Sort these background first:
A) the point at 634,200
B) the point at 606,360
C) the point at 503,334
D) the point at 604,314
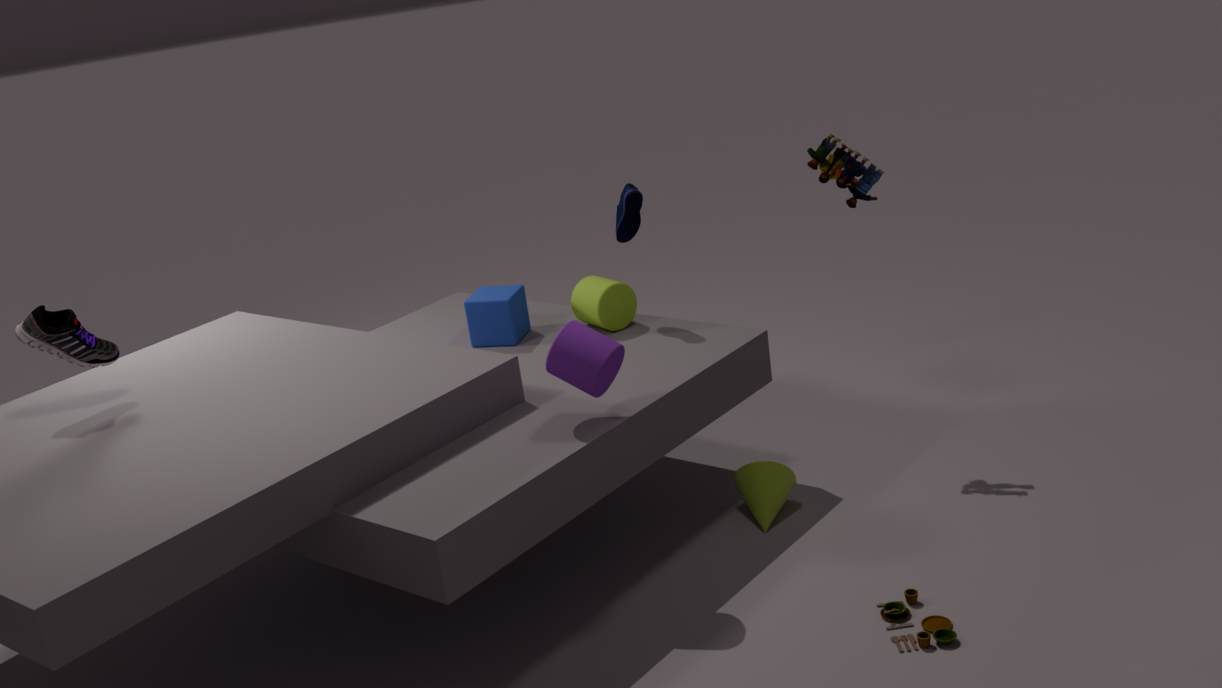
the point at 503,334
the point at 604,314
the point at 634,200
the point at 606,360
